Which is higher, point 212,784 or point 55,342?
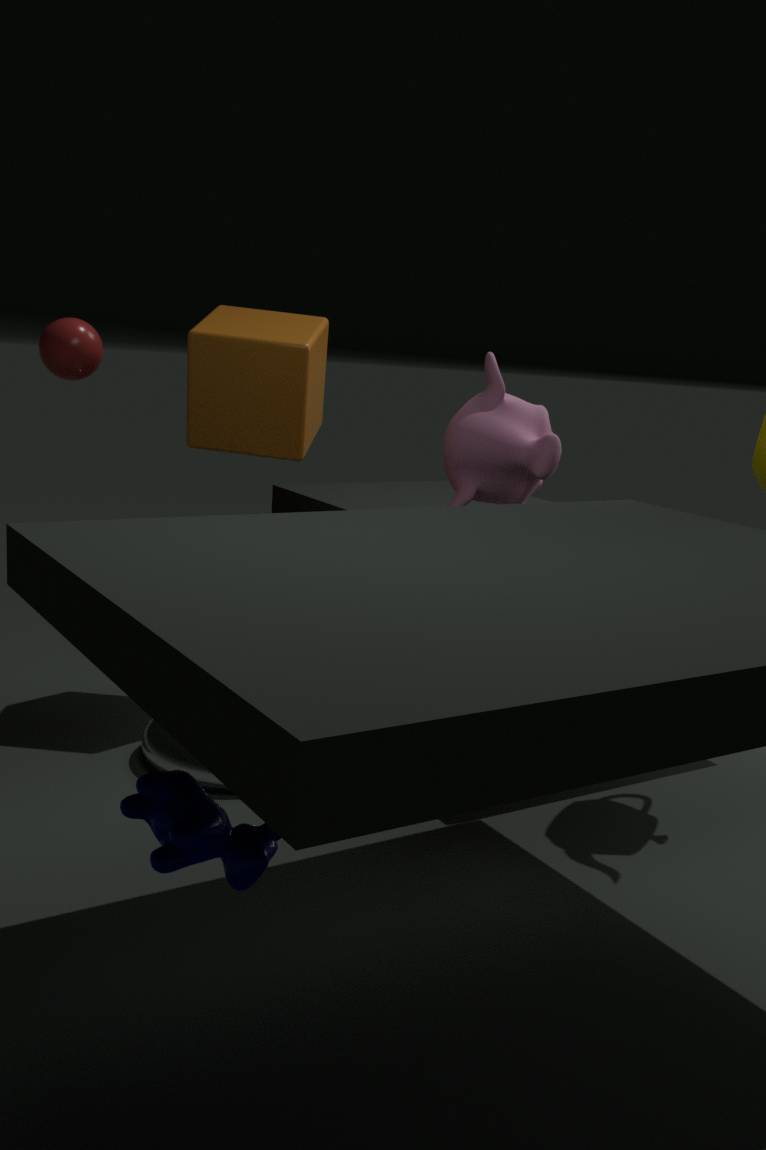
point 55,342
